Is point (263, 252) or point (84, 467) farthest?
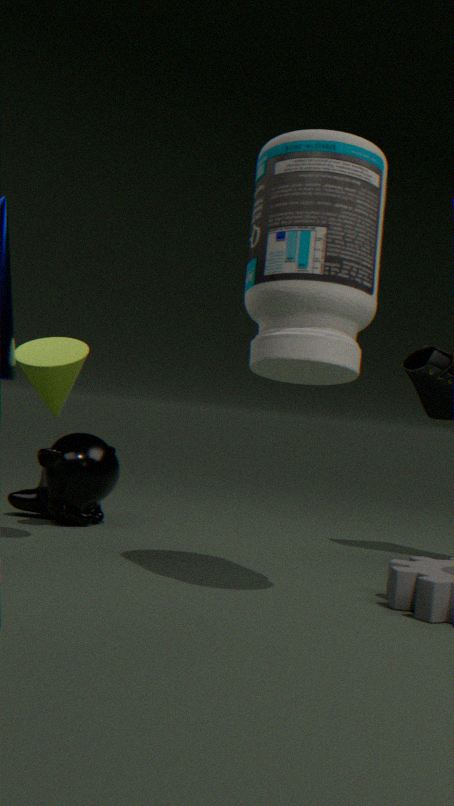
point (84, 467)
